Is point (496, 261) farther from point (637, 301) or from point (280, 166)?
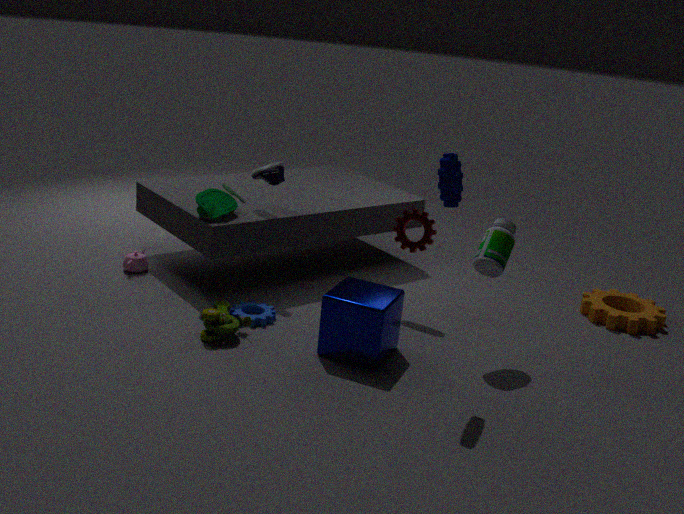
point (280, 166)
